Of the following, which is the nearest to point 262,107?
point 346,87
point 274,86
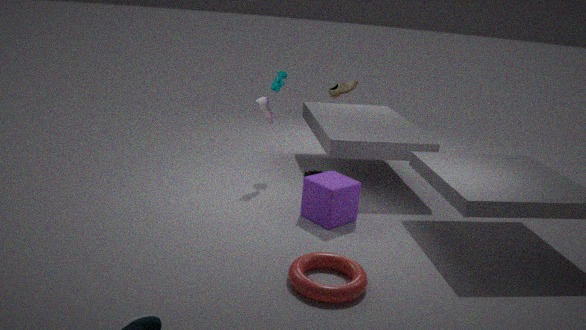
point 274,86
